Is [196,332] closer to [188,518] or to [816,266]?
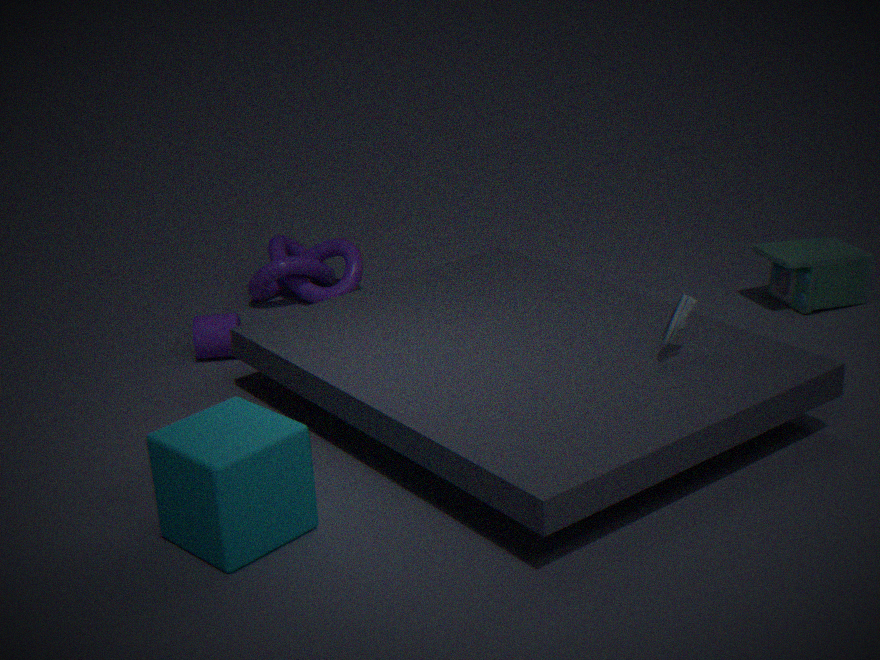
[188,518]
